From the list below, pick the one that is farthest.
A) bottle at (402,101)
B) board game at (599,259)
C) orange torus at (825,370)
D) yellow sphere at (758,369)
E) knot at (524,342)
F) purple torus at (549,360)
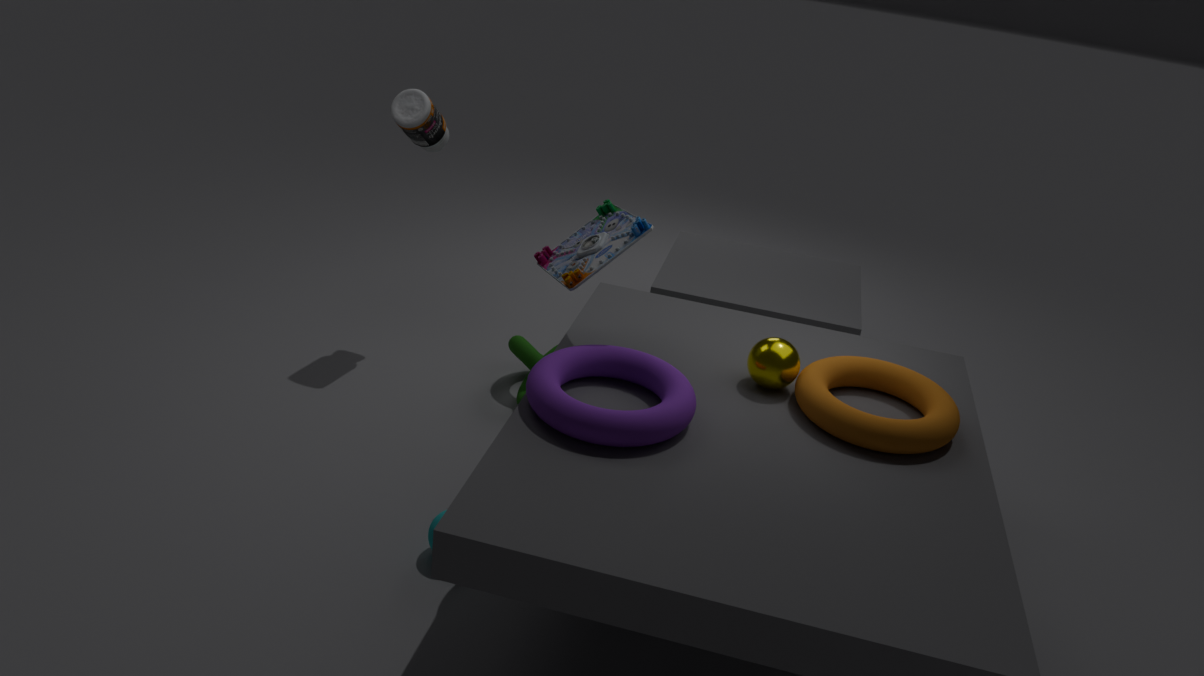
knot at (524,342)
